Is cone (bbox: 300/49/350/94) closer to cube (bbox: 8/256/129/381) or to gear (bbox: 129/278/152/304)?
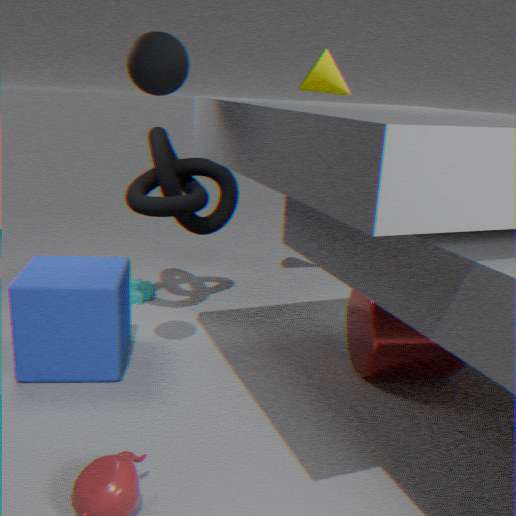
cube (bbox: 8/256/129/381)
